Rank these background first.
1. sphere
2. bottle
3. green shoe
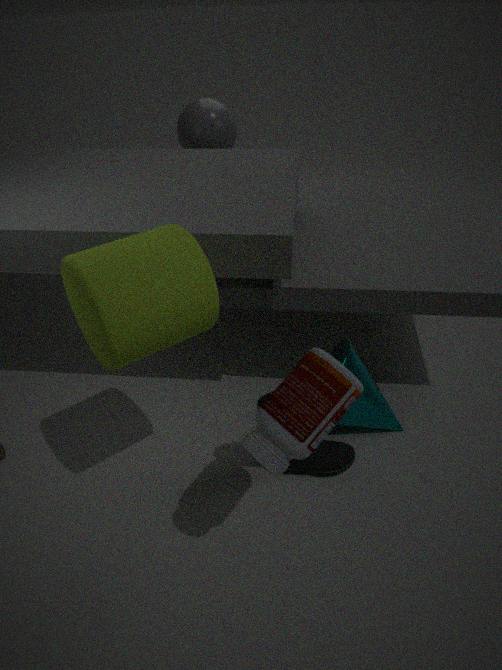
sphere → green shoe → bottle
